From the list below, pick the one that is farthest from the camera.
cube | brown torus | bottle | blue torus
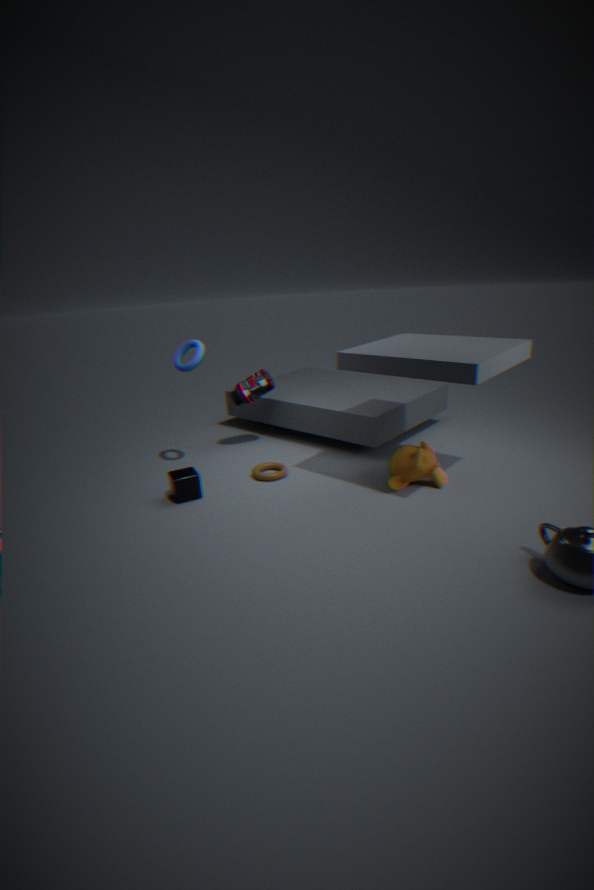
bottle
